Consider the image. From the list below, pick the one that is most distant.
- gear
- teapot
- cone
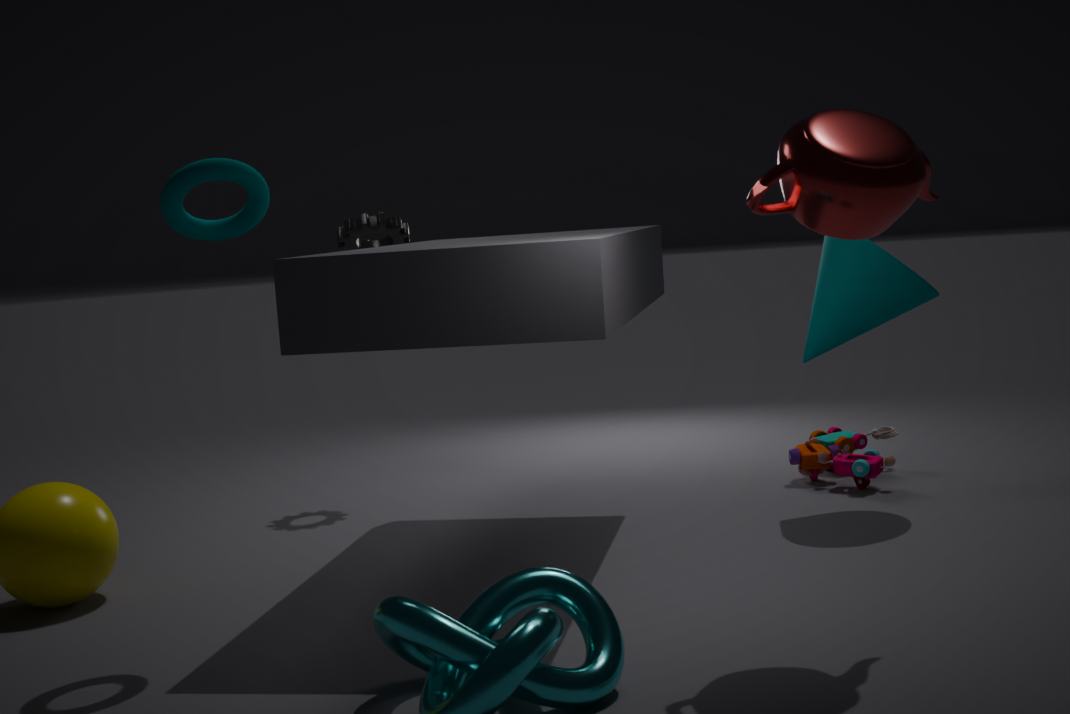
gear
